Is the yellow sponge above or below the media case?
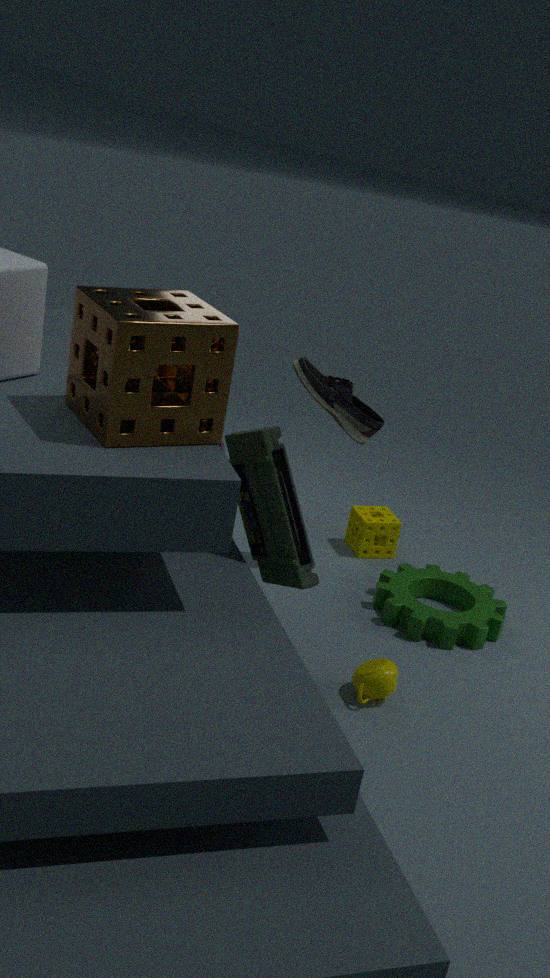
below
